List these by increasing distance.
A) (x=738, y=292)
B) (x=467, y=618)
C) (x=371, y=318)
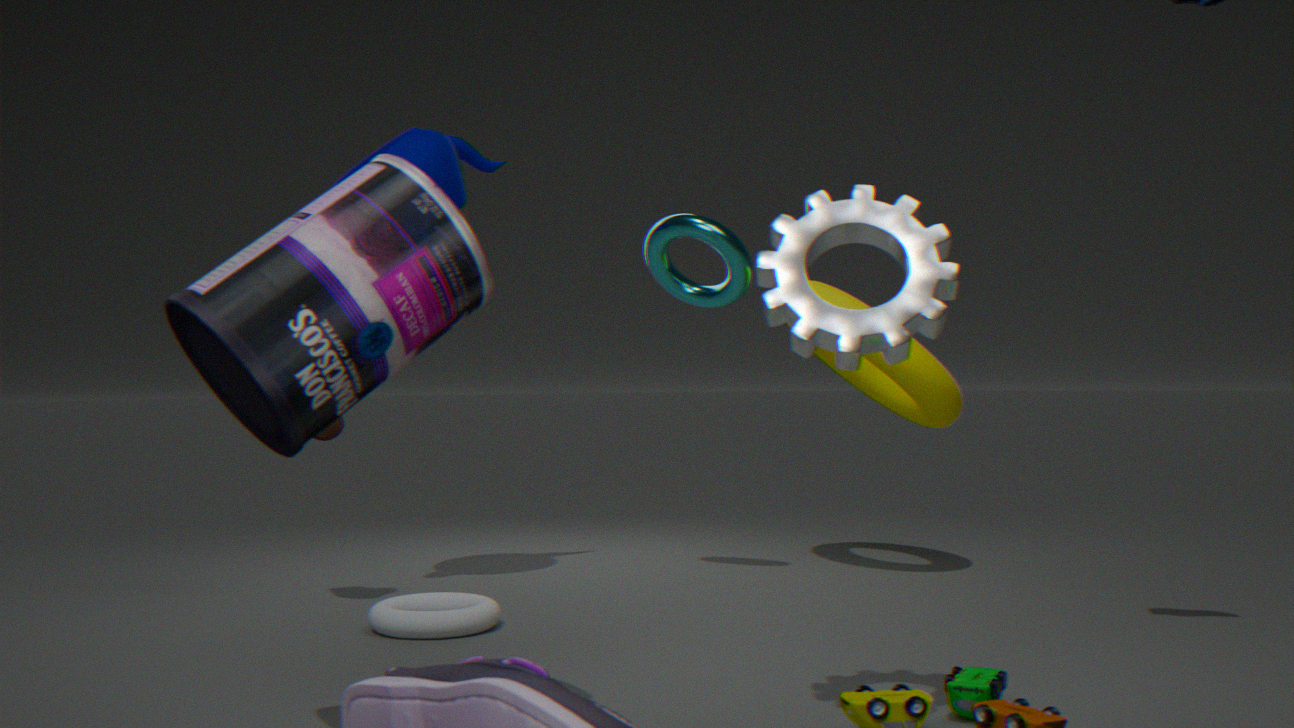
1. (x=371, y=318)
2. (x=467, y=618)
3. (x=738, y=292)
